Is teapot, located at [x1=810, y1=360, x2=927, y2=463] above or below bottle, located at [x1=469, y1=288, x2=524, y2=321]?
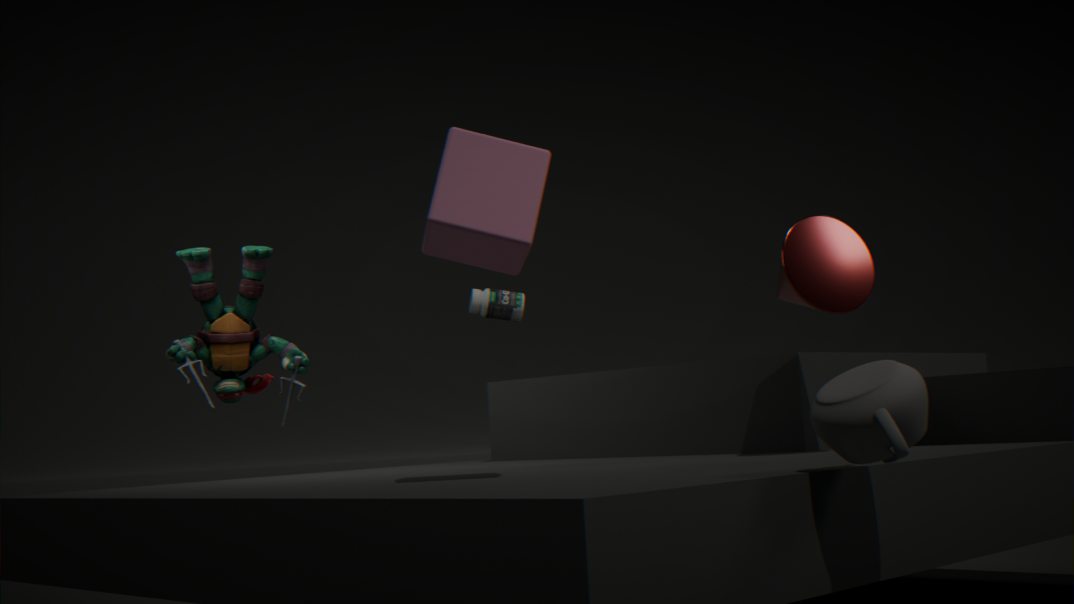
below
